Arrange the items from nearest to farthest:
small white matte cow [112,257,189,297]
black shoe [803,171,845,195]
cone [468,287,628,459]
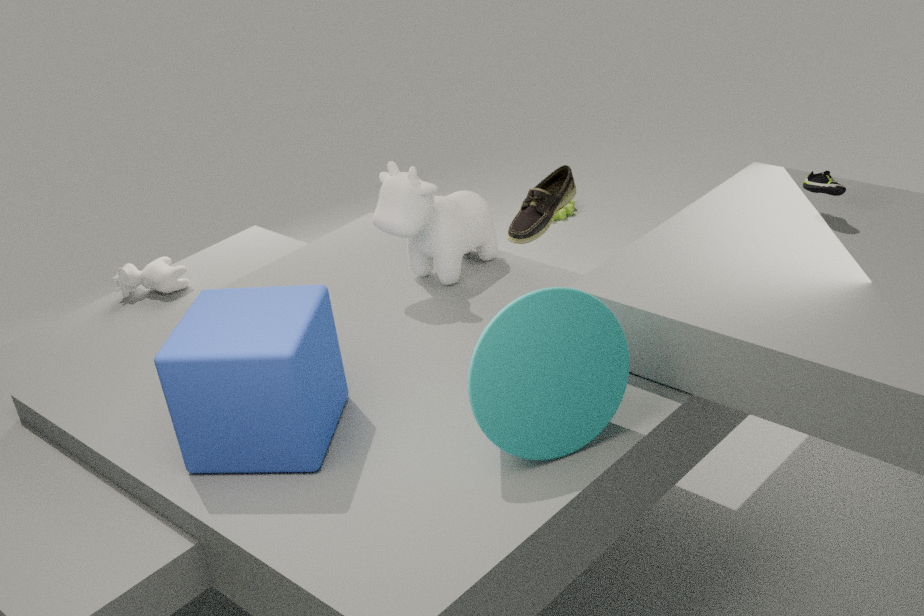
cone [468,287,628,459] → black shoe [803,171,845,195] → small white matte cow [112,257,189,297]
